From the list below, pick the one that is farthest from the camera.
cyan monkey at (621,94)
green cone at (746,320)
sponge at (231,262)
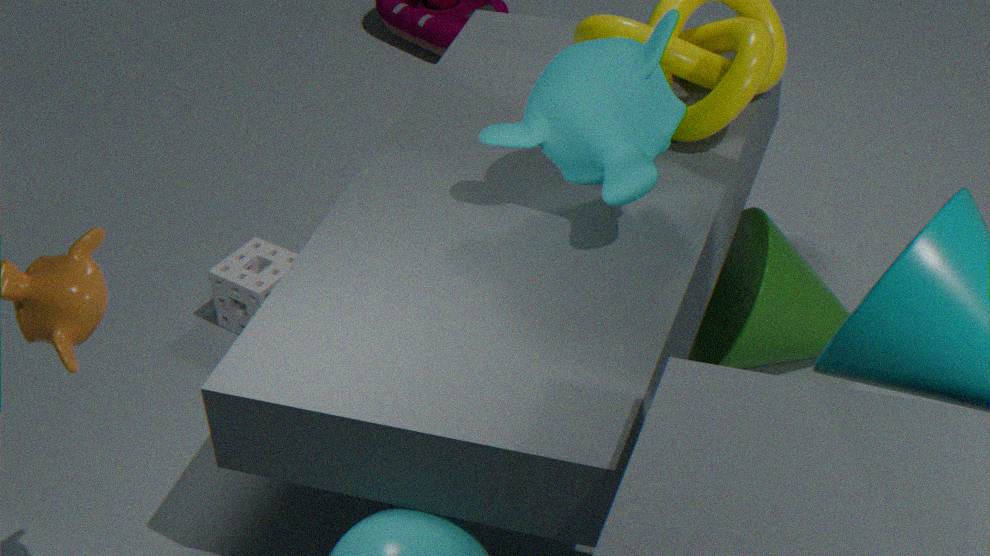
sponge at (231,262)
